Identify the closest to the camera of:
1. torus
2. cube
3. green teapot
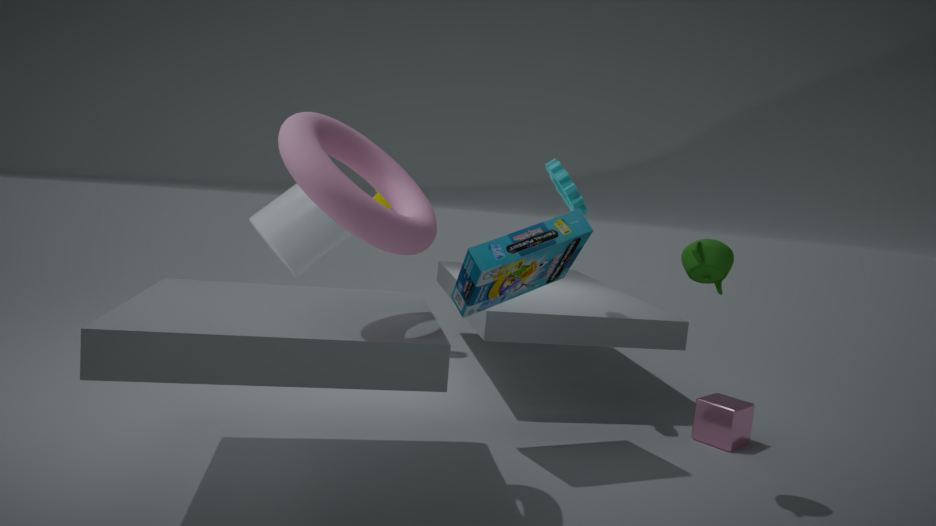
torus
